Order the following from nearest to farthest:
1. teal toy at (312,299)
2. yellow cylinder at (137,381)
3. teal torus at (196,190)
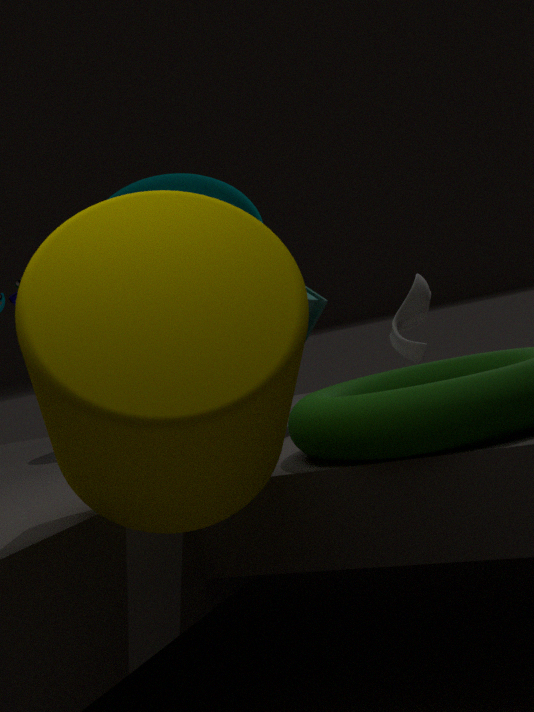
yellow cylinder at (137,381) < teal torus at (196,190) < teal toy at (312,299)
